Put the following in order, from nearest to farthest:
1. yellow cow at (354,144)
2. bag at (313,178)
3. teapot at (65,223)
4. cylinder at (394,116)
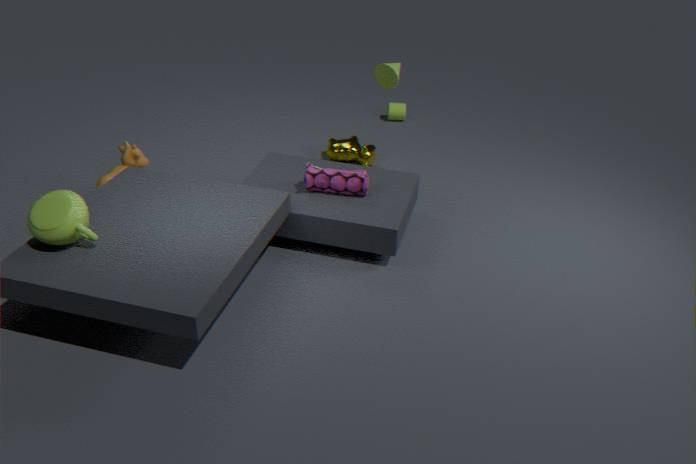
1. teapot at (65,223)
2. bag at (313,178)
3. yellow cow at (354,144)
4. cylinder at (394,116)
